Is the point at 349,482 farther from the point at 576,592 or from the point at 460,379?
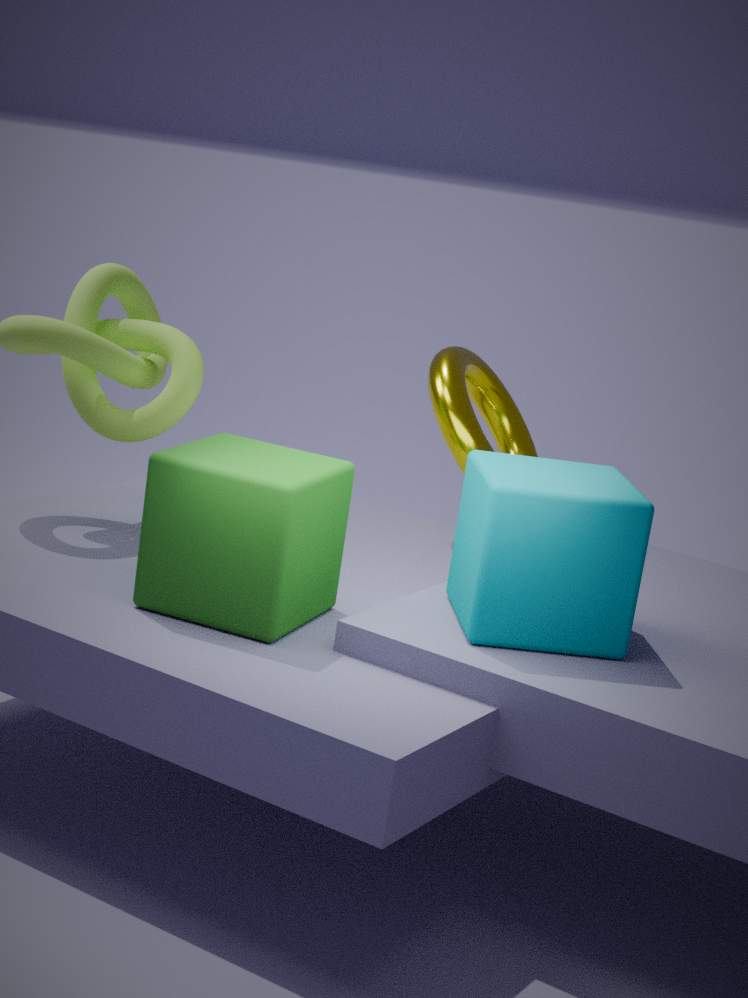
the point at 460,379
